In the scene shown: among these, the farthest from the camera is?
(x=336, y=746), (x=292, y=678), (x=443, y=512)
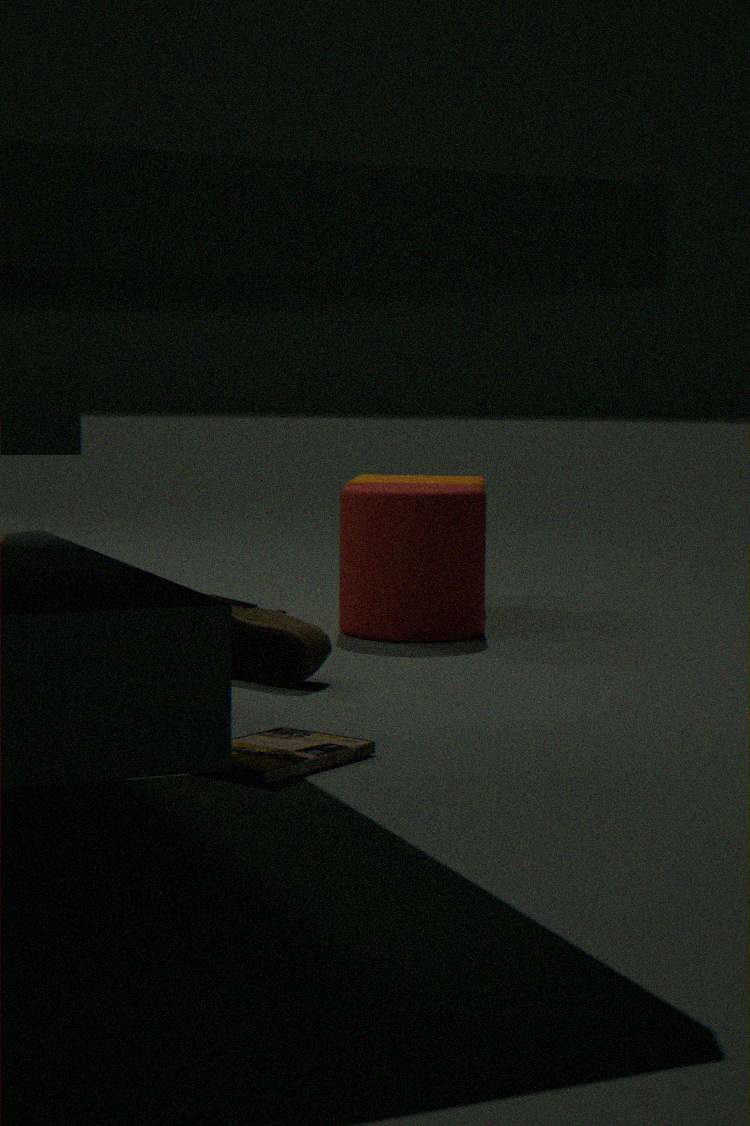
(x=443, y=512)
